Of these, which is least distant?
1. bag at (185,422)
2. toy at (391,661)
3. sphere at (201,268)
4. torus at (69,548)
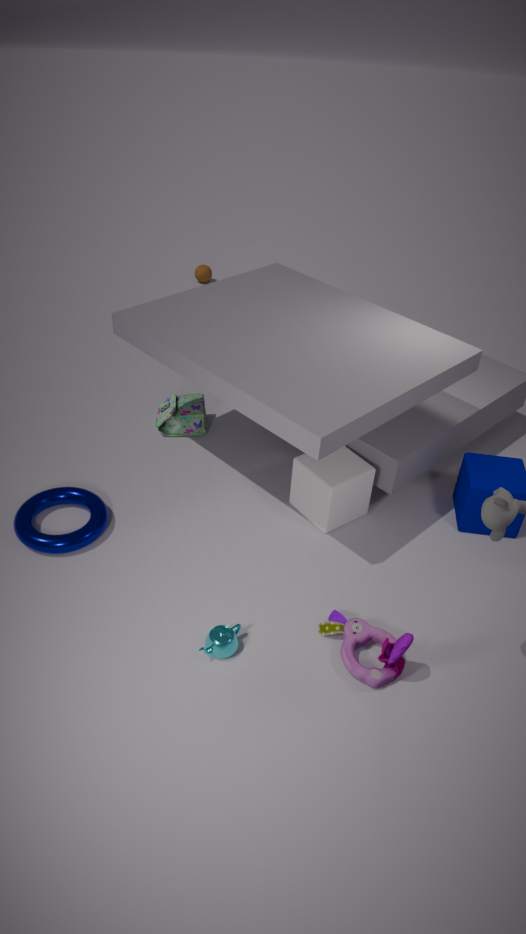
toy at (391,661)
